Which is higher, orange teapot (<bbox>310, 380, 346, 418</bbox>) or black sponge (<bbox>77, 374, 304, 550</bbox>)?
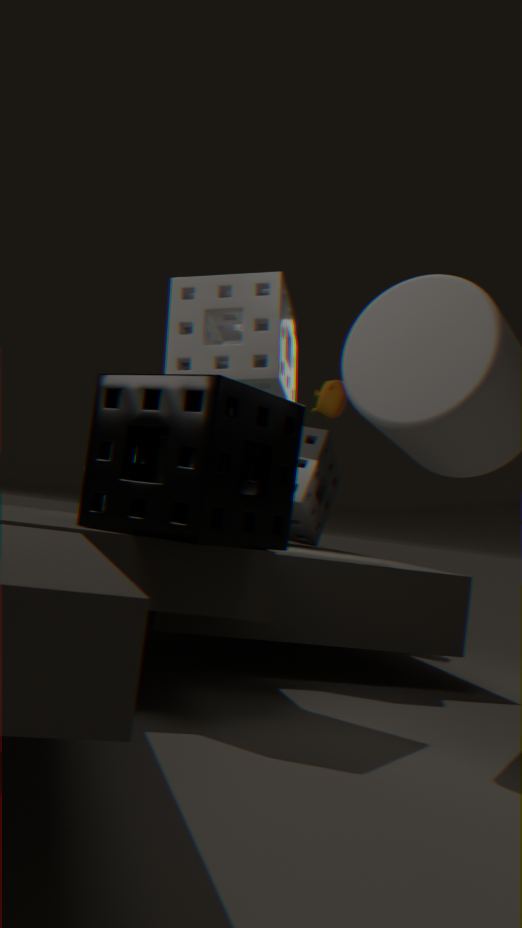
orange teapot (<bbox>310, 380, 346, 418</bbox>)
